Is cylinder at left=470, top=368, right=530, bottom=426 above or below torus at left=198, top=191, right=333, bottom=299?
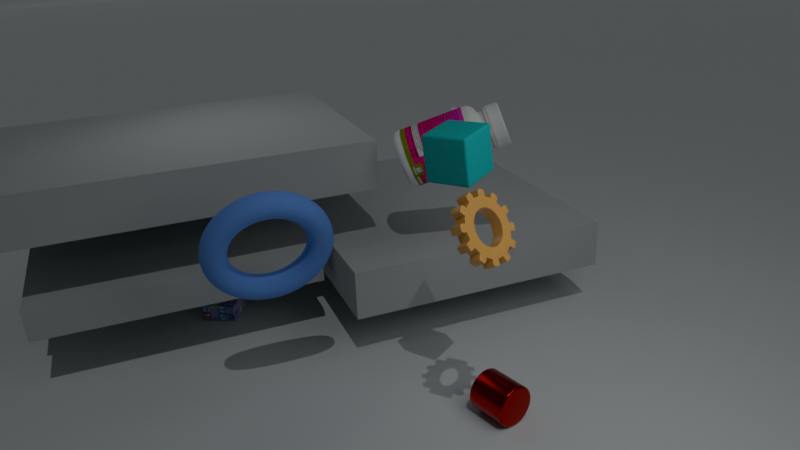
below
